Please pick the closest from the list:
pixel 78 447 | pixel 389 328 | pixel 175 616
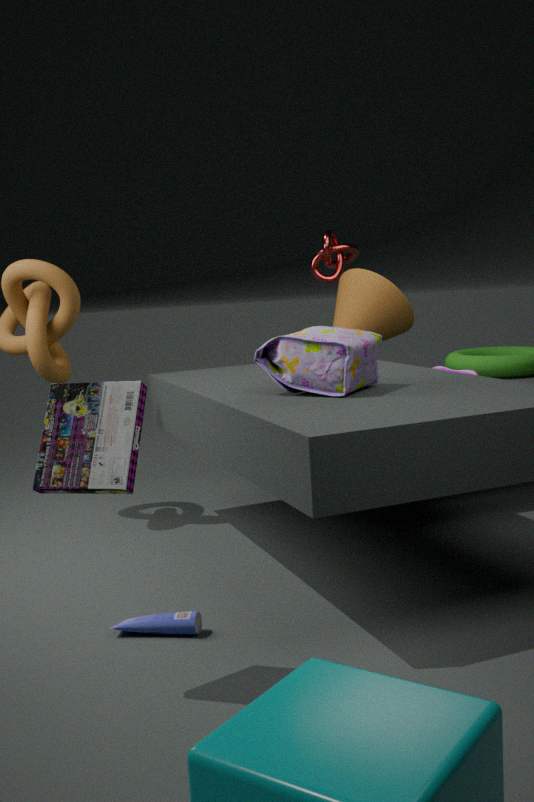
pixel 78 447
